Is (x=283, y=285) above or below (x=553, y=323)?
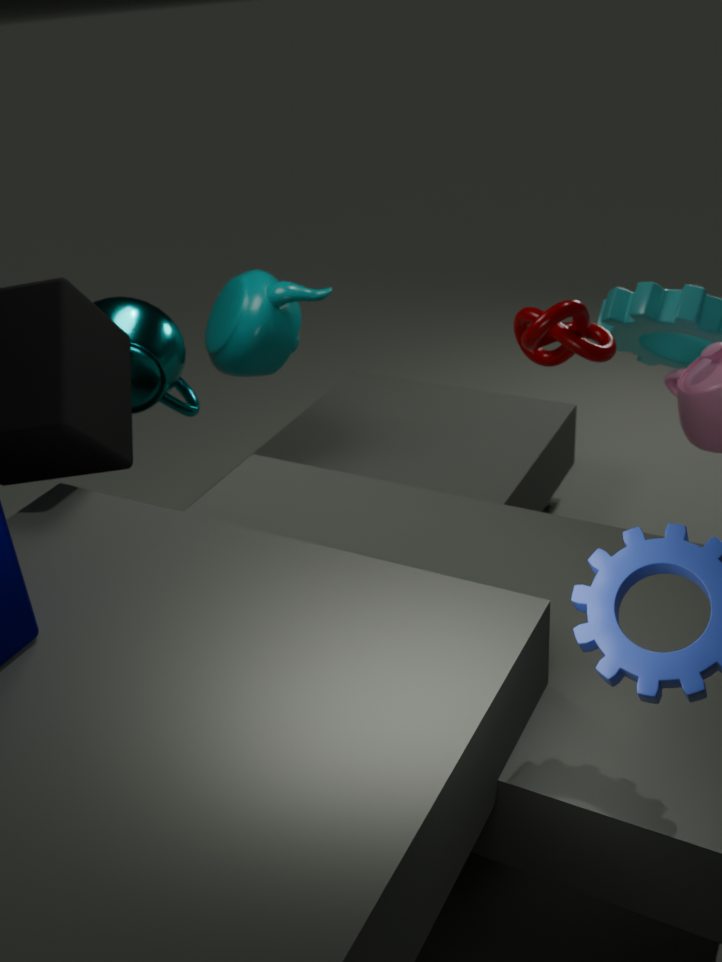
below
